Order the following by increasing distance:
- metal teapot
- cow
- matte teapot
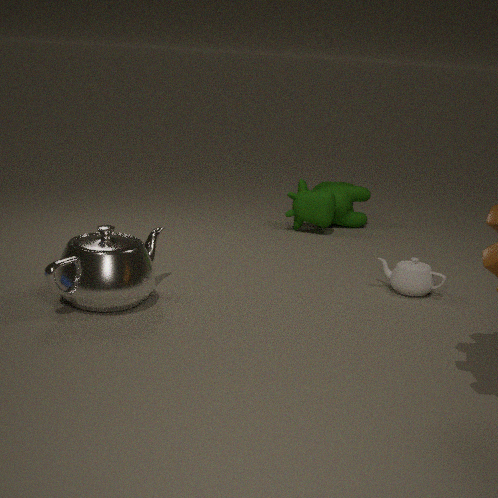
1. metal teapot
2. matte teapot
3. cow
